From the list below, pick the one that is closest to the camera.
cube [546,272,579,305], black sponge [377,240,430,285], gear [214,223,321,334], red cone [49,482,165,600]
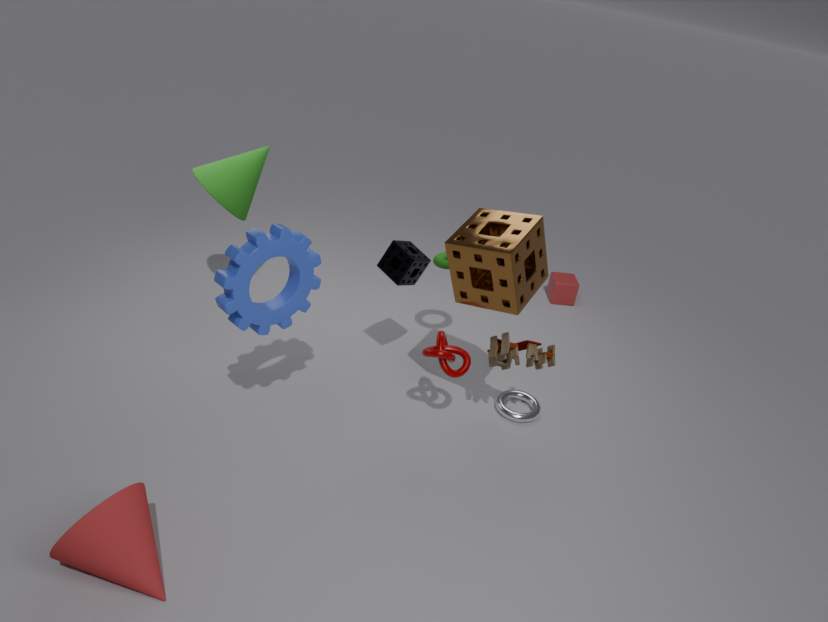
red cone [49,482,165,600]
